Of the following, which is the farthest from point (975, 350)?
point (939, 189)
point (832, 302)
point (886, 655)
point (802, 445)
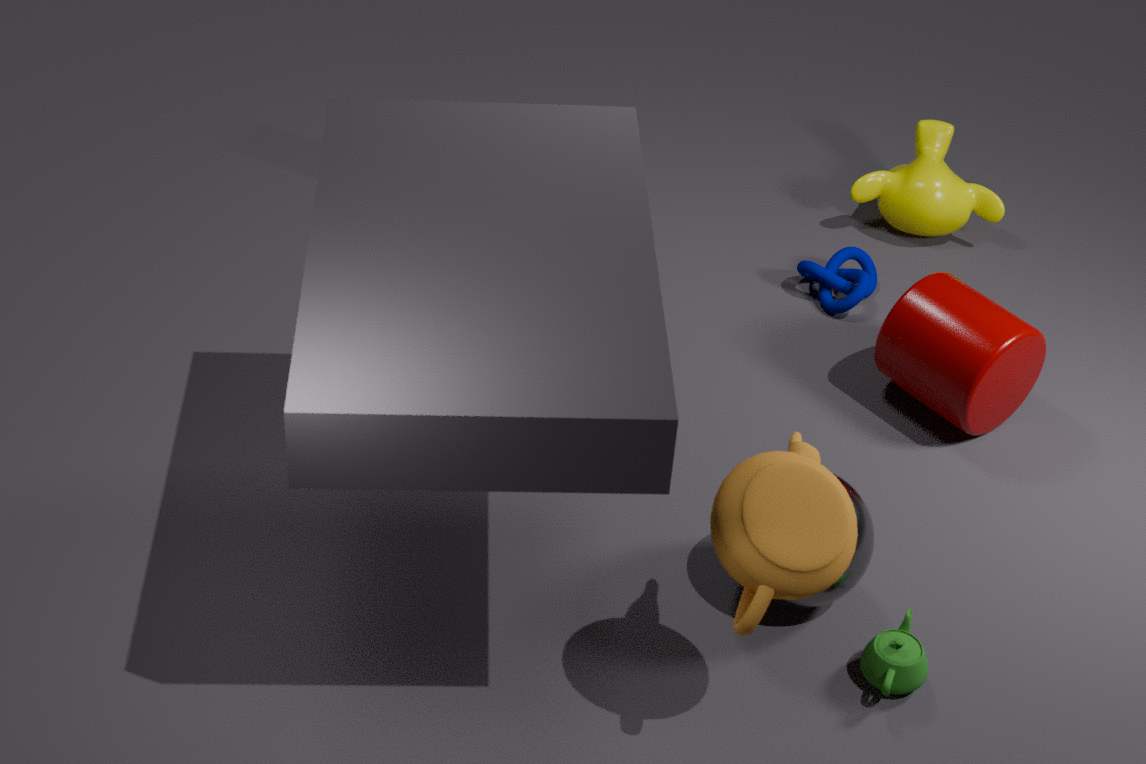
point (802, 445)
